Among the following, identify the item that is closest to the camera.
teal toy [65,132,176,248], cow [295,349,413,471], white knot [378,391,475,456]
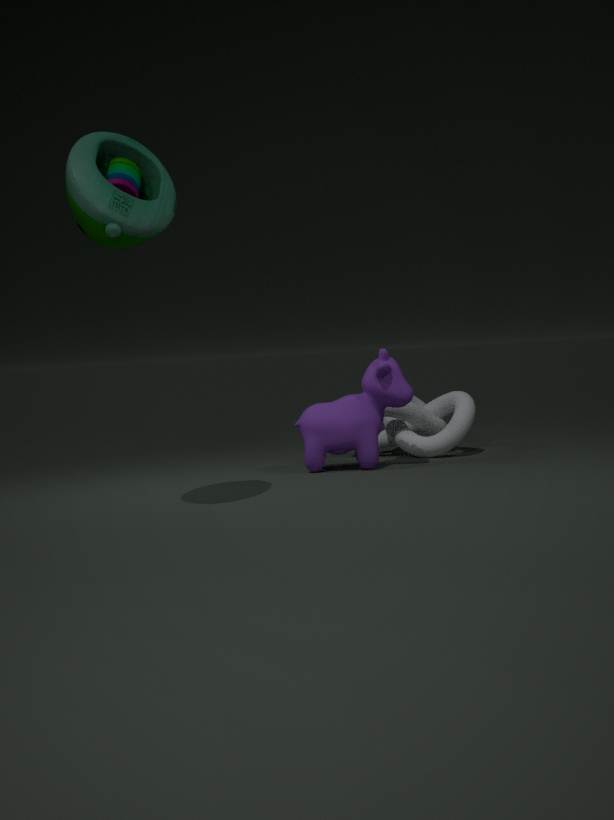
teal toy [65,132,176,248]
